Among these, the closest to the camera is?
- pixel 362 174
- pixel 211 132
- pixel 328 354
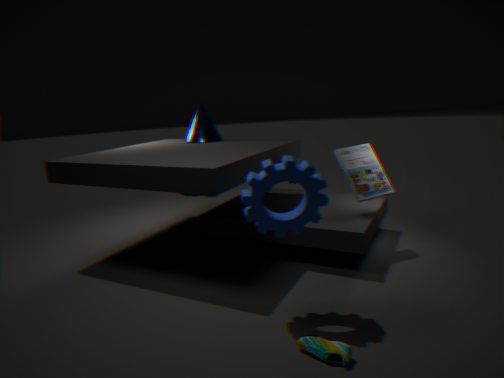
pixel 328 354
